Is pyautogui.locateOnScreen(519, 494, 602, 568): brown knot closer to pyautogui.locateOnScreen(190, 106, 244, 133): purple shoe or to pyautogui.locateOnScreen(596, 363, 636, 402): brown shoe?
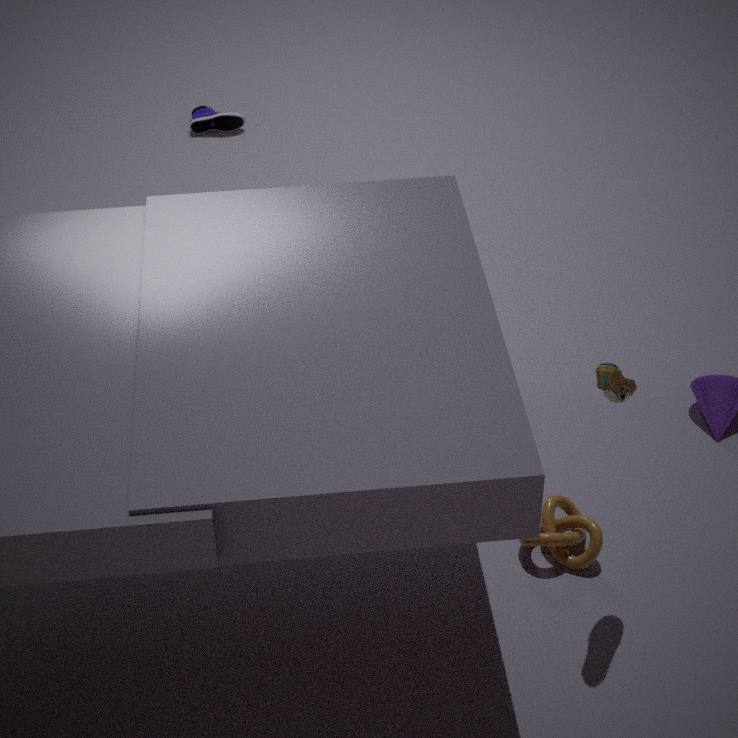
pyautogui.locateOnScreen(596, 363, 636, 402): brown shoe
